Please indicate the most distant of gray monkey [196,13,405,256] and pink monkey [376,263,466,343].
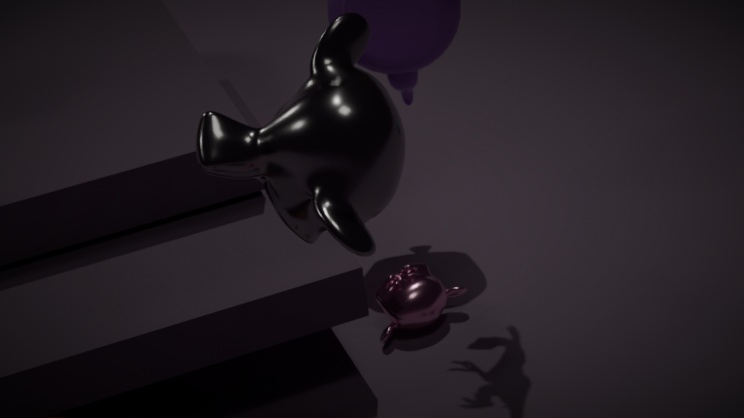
pink monkey [376,263,466,343]
